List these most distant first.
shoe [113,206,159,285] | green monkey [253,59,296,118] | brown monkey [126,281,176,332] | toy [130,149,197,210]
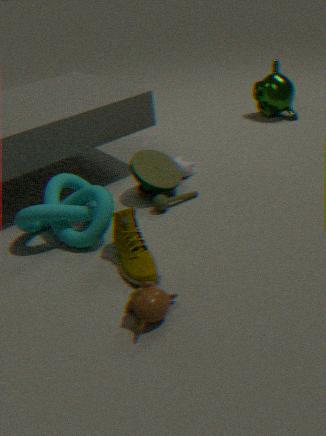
green monkey [253,59,296,118] → toy [130,149,197,210] → shoe [113,206,159,285] → brown monkey [126,281,176,332]
